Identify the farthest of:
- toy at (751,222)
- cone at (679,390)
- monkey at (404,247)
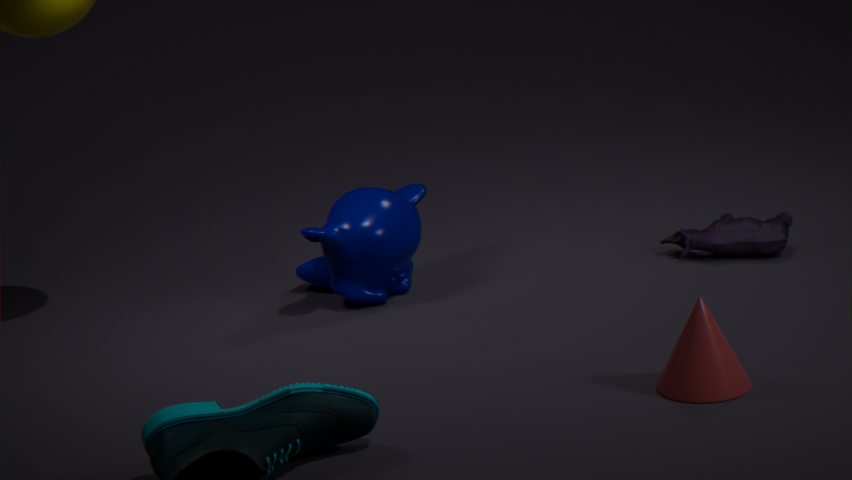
toy at (751,222)
